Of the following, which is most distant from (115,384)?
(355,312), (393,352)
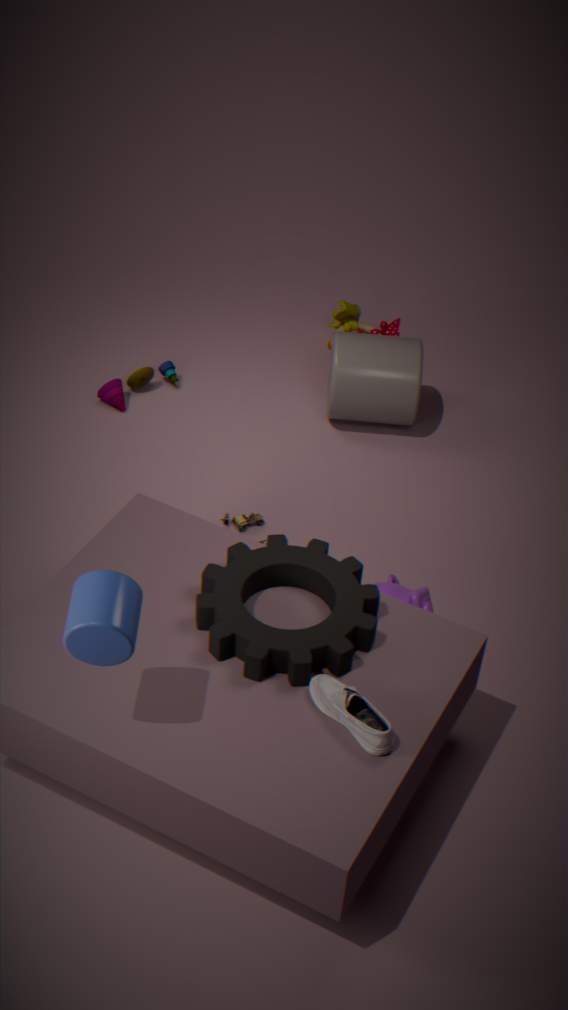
(355,312)
